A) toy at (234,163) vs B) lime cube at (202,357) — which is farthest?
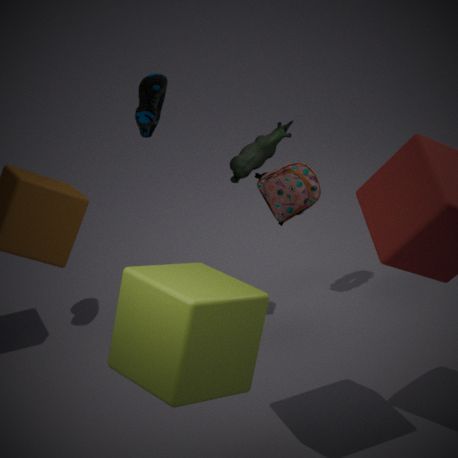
A. toy at (234,163)
